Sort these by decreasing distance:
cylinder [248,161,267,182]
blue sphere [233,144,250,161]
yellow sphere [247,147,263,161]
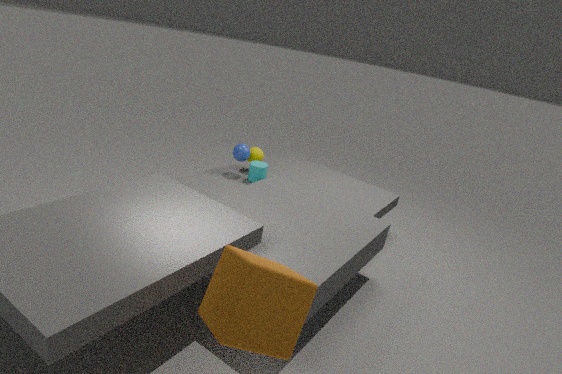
yellow sphere [247,147,263,161]
blue sphere [233,144,250,161]
cylinder [248,161,267,182]
